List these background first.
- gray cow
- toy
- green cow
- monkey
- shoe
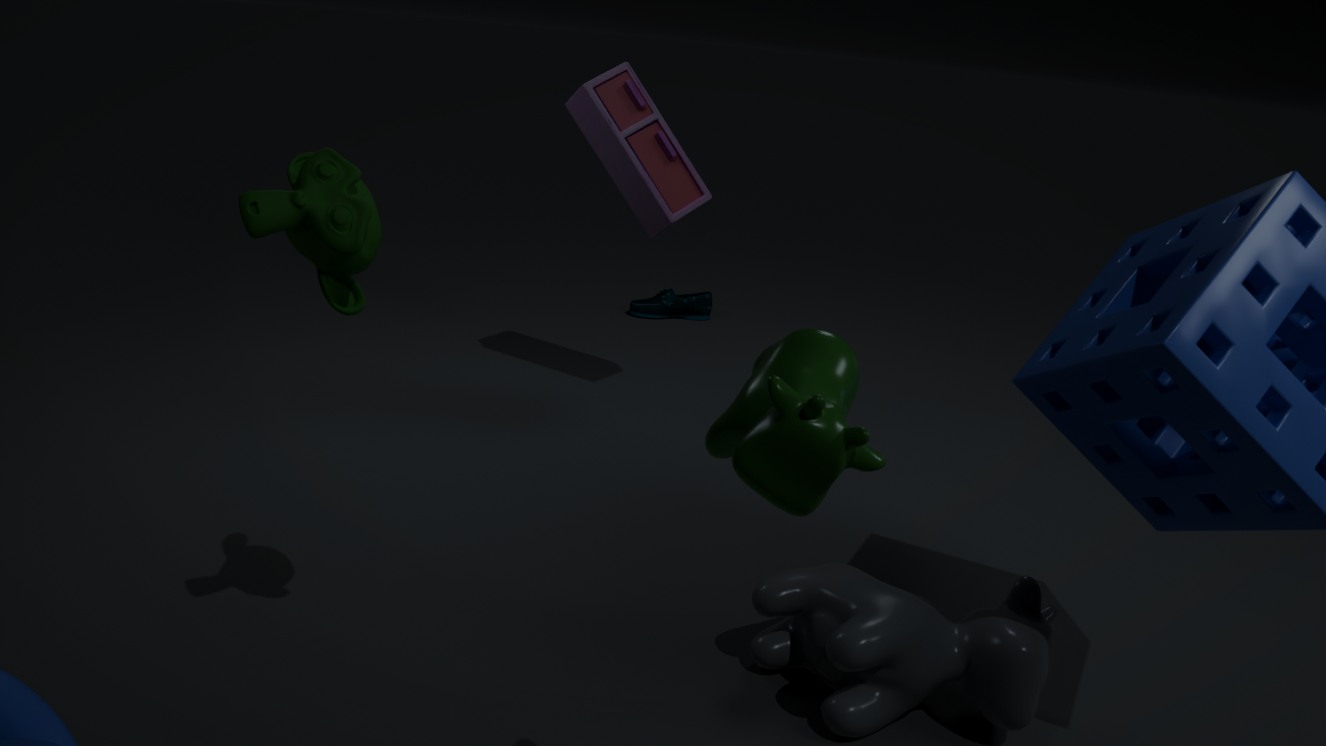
shoe, toy, gray cow, monkey, green cow
